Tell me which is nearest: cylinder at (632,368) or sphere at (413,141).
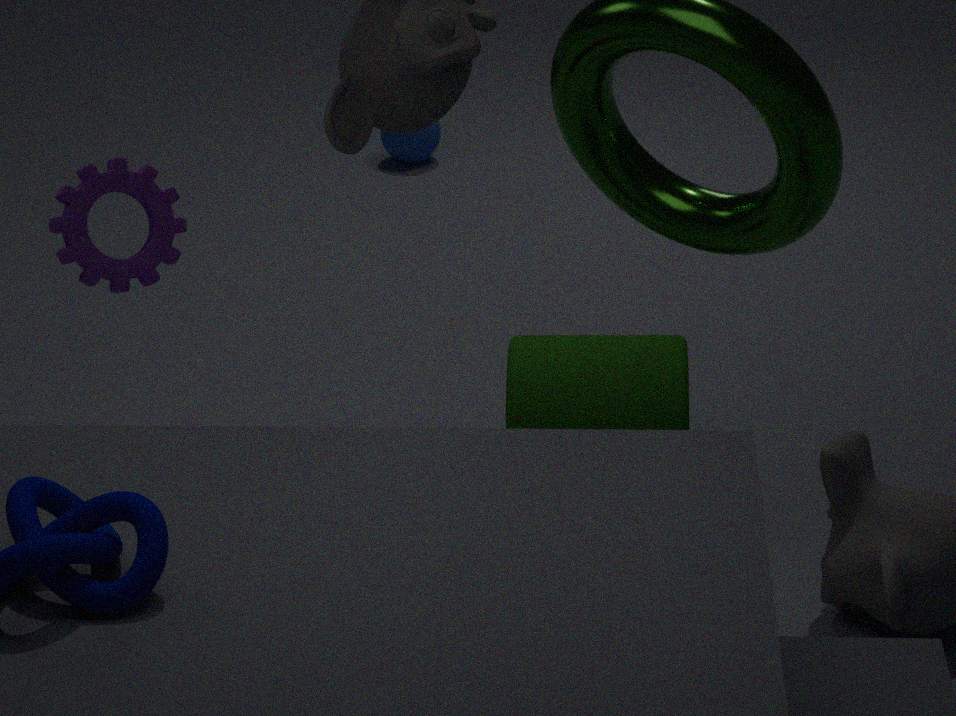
cylinder at (632,368)
